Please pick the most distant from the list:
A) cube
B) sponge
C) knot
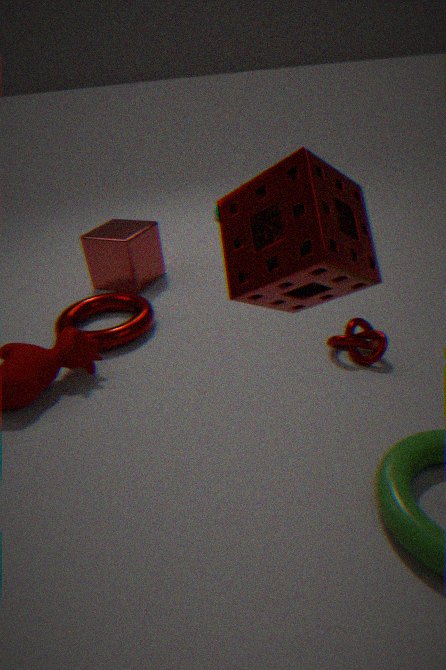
cube
